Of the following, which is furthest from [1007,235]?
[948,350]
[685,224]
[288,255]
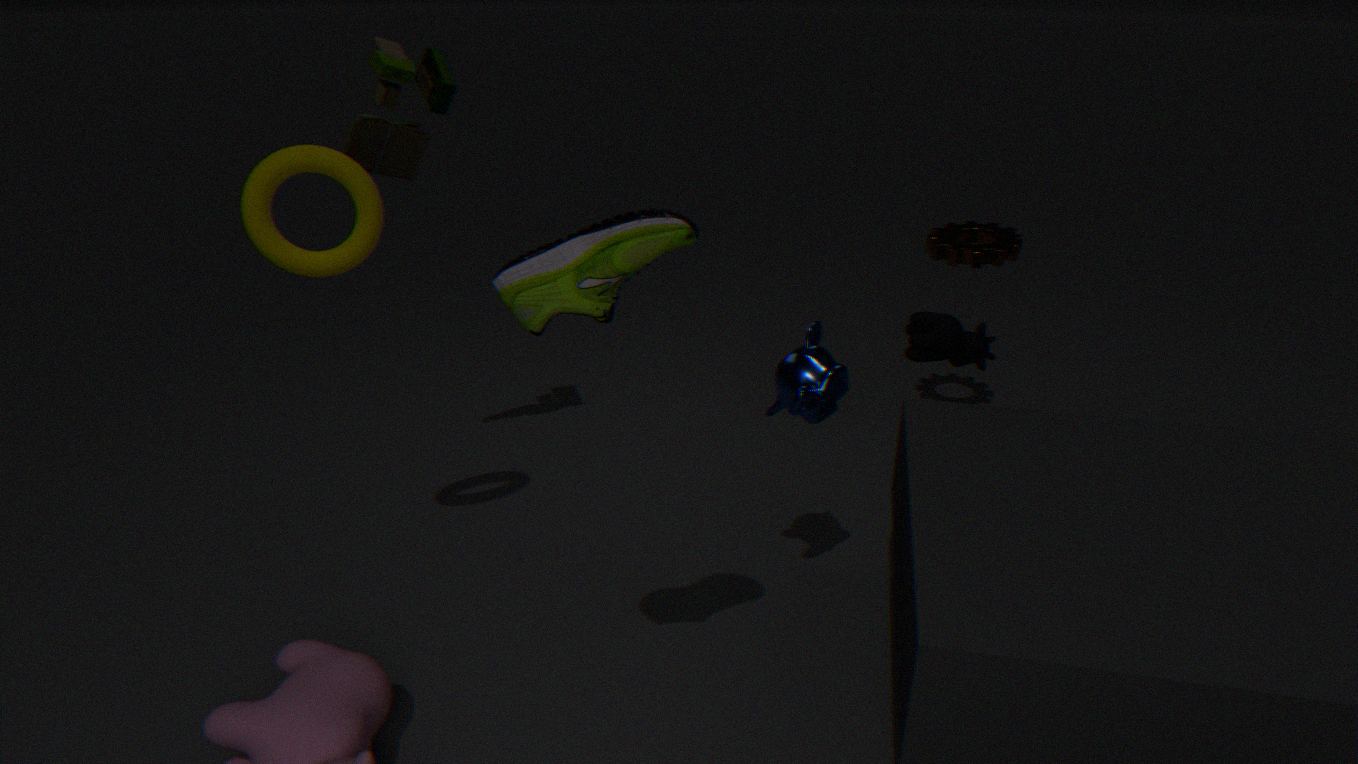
[288,255]
